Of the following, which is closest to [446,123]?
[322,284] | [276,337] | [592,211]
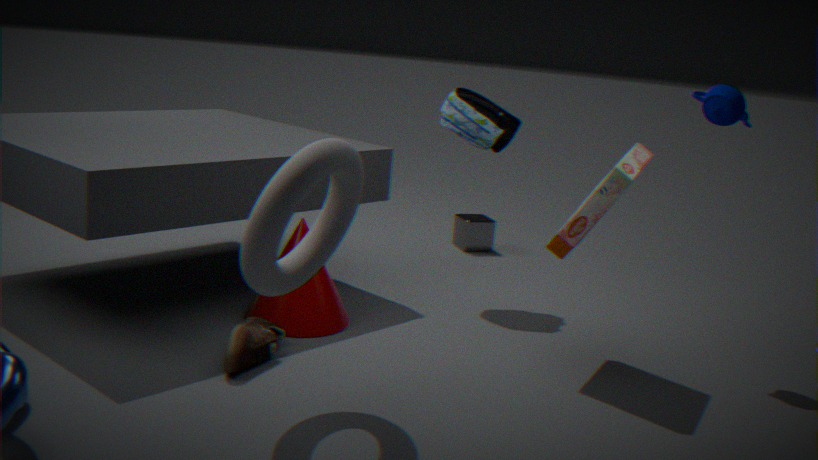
[592,211]
